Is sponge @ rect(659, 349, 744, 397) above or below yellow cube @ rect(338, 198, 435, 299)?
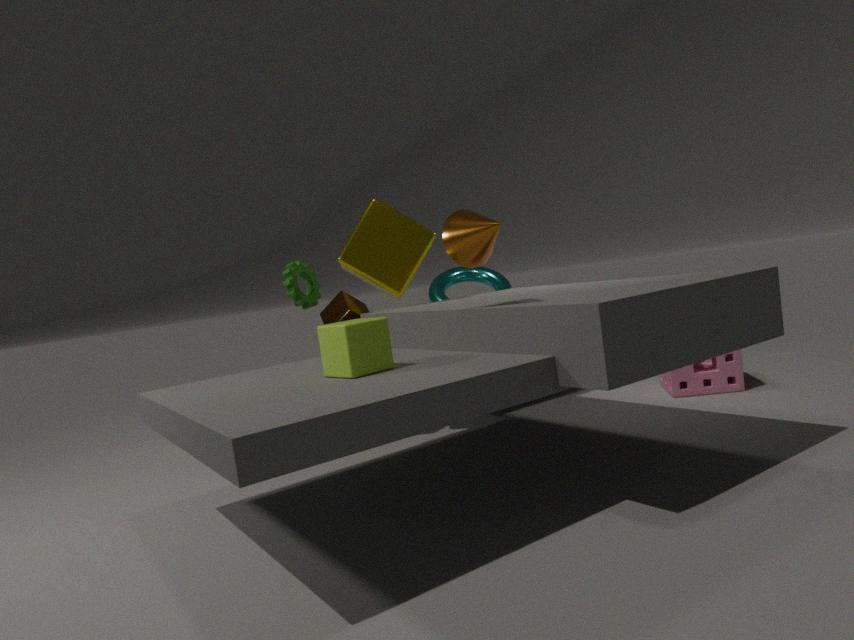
below
